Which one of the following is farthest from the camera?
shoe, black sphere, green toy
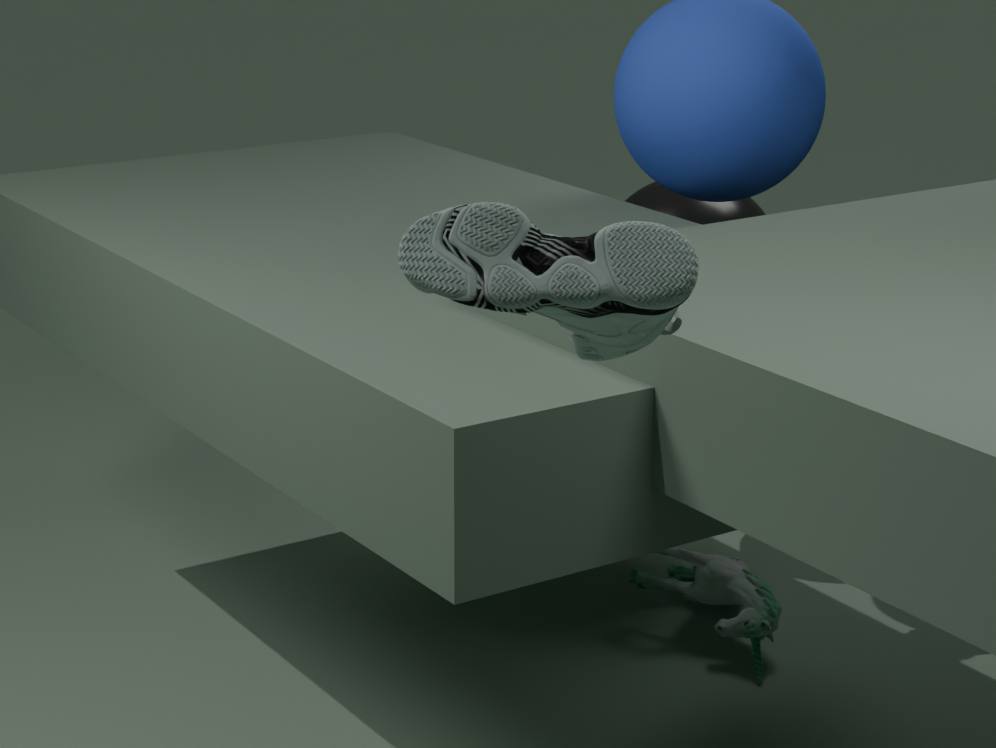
black sphere
